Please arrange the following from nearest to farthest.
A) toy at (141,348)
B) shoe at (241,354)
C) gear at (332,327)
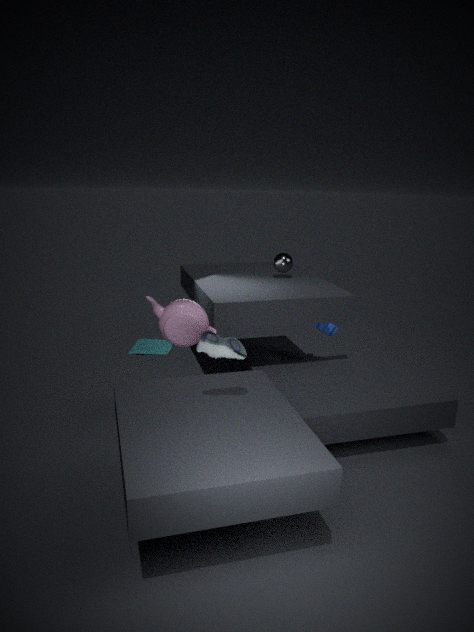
shoe at (241,354), toy at (141,348), gear at (332,327)
